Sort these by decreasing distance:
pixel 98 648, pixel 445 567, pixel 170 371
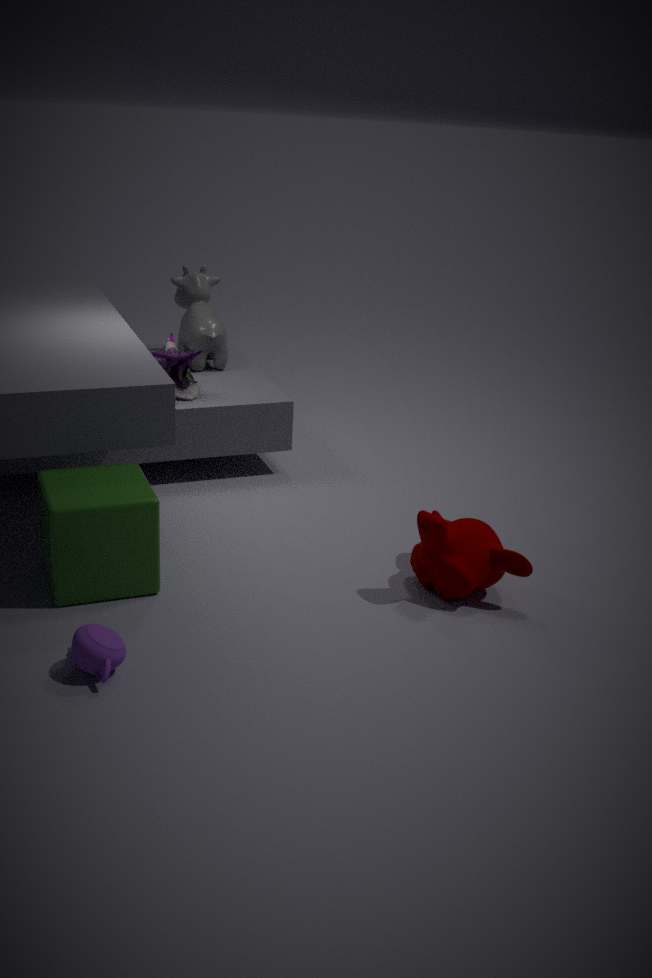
pixel 170 371 < pixel 445 567 < pixel 98 648
